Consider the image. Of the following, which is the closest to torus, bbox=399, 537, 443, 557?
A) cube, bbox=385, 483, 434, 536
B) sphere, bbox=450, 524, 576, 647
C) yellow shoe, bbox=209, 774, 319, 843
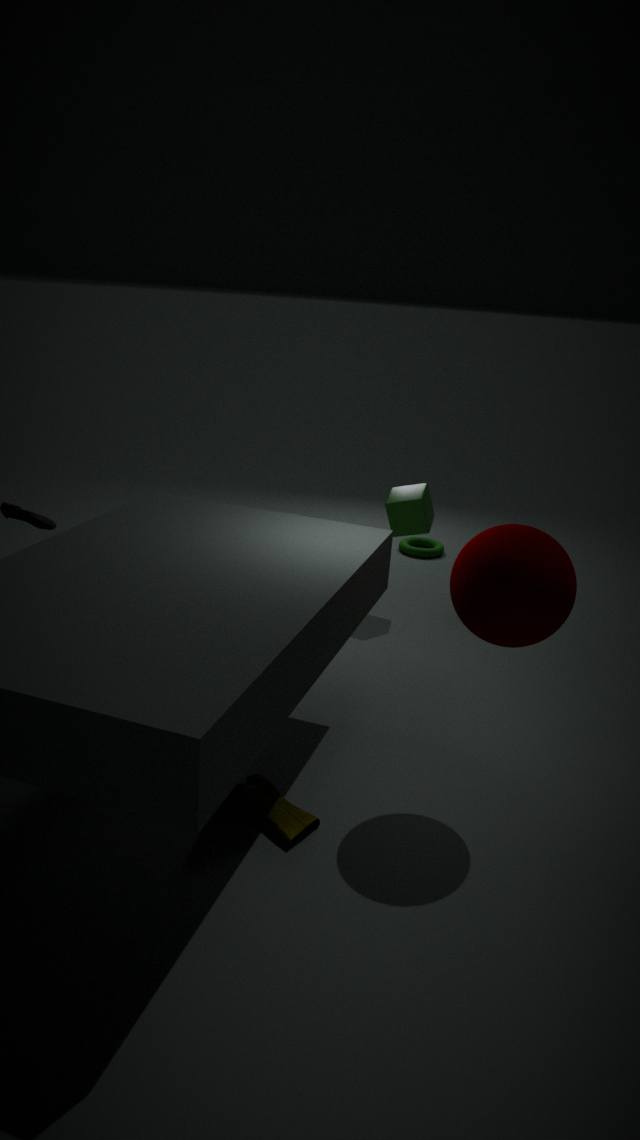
cube, bbox=385, 483, 434, 536
